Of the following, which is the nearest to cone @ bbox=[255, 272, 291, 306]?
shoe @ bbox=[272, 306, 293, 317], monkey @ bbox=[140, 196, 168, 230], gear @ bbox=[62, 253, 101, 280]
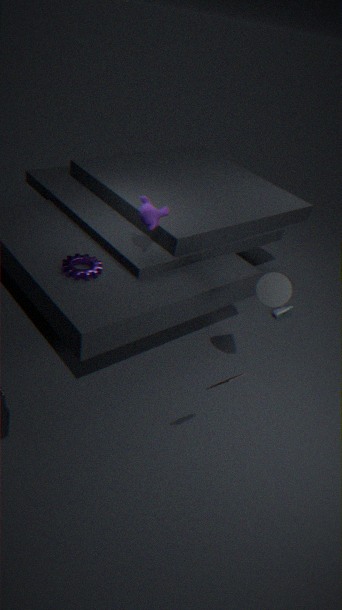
monkey @ bbox=[140, 196, 168, 230]
